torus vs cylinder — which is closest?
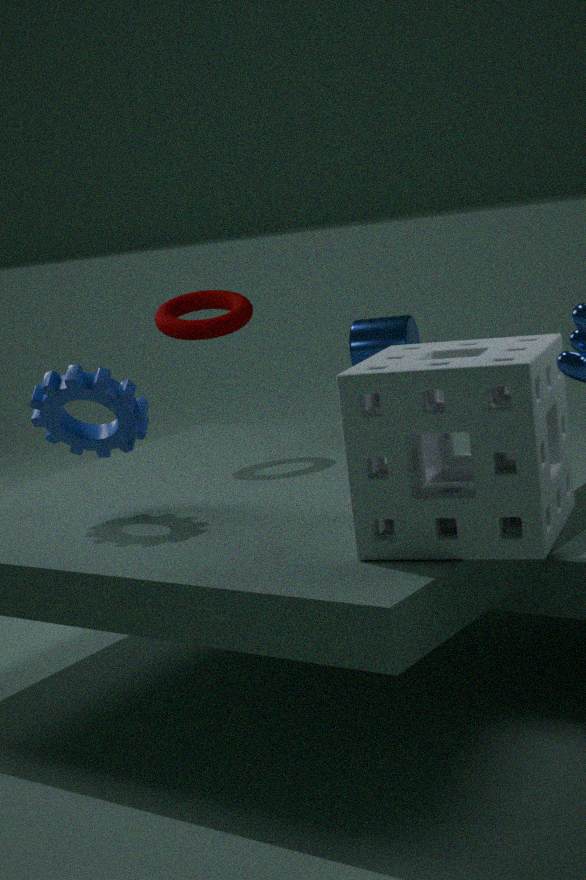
torus
